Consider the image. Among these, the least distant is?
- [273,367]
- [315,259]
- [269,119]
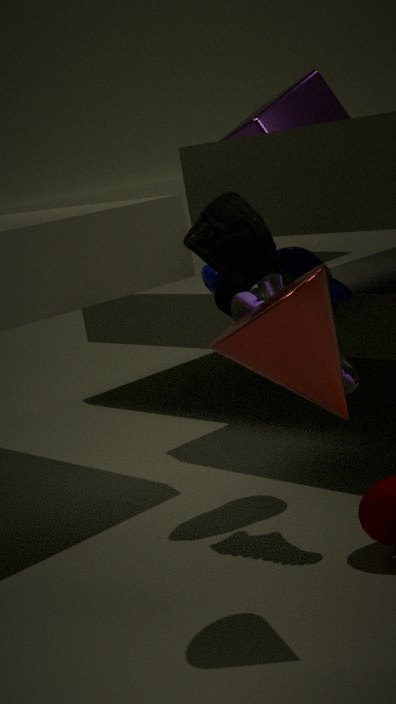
[273,367]
